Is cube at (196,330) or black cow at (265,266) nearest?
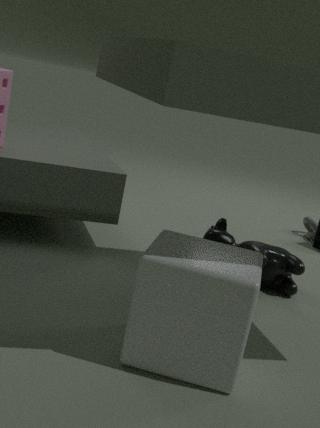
cube at (196,330)
